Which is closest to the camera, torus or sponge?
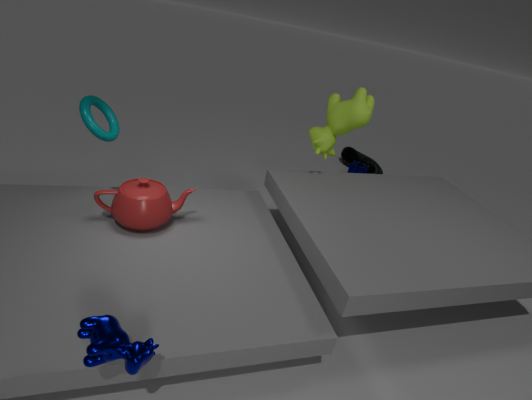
torus
